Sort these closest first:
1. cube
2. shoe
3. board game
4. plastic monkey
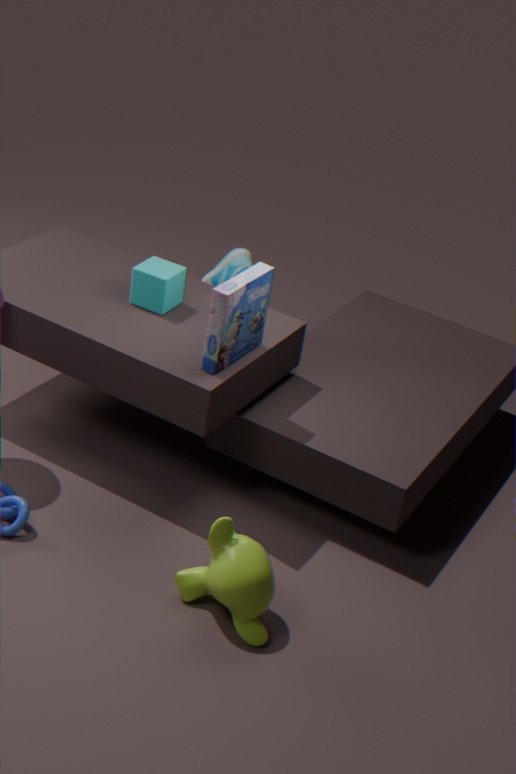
plastic monkey → board game → cube → shoe
